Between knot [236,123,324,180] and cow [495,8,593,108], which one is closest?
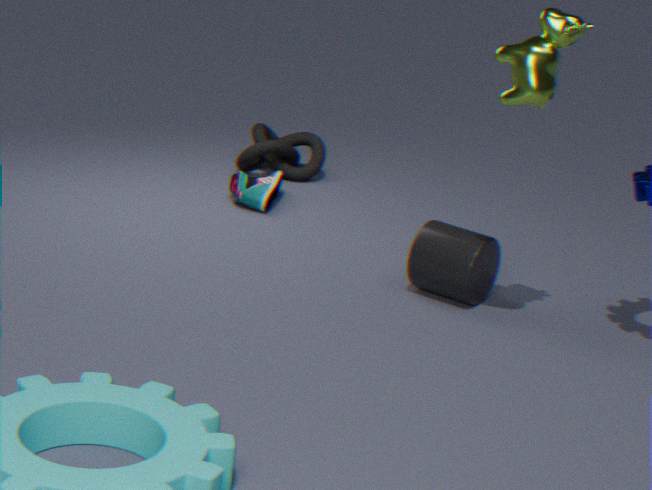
cow [495,8,593,108]
